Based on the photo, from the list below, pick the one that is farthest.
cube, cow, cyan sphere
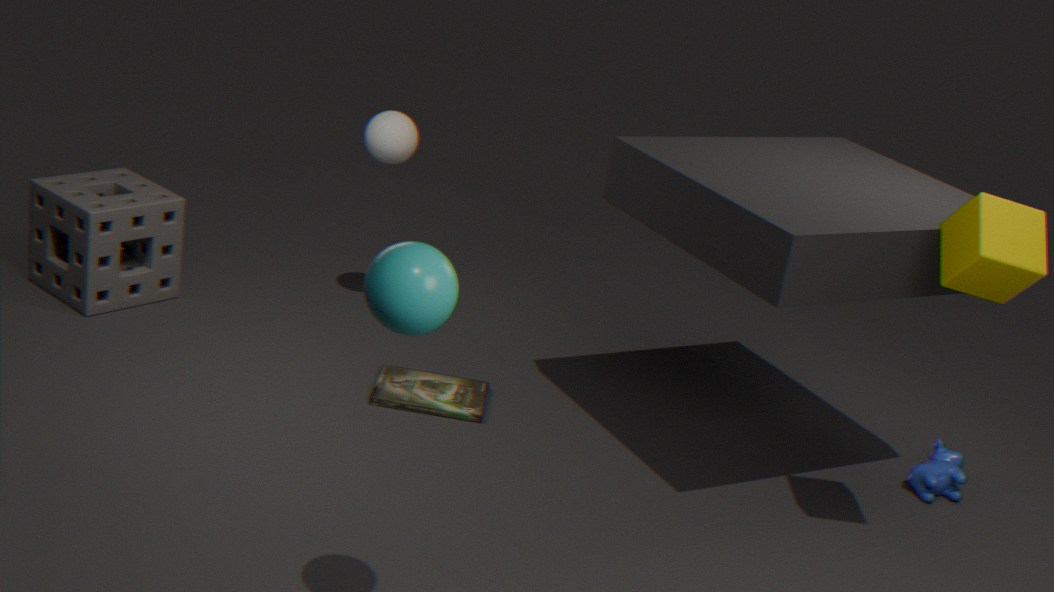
cow
